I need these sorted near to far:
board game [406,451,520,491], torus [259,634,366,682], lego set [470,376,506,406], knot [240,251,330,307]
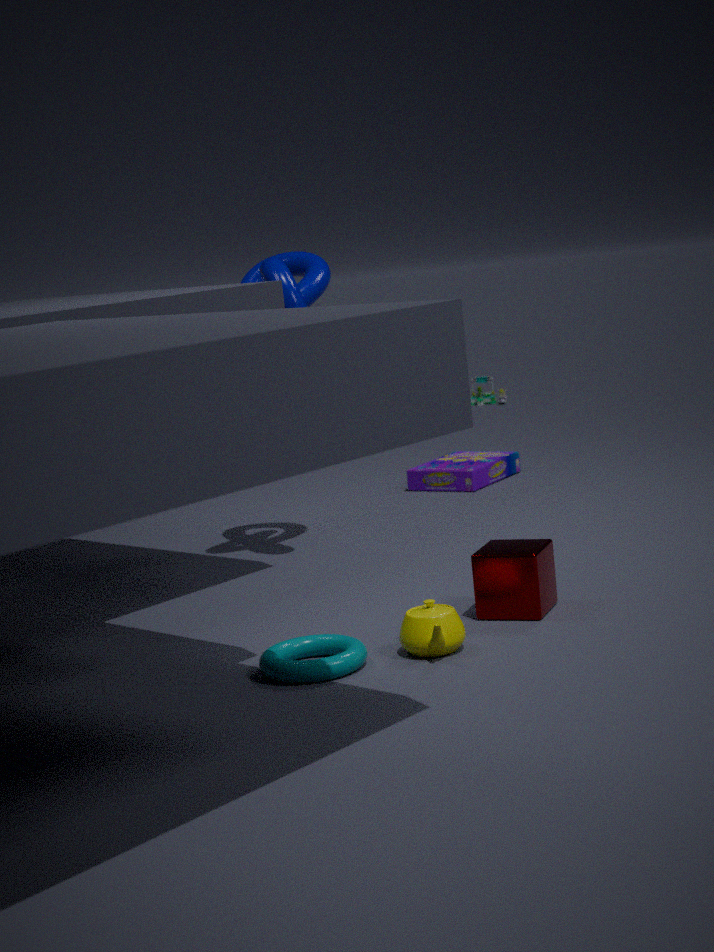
torus [259,634,366,682] → knot [240,251,330,307] → board game [406,451,520,491] → lego set [470,376,506,406]
